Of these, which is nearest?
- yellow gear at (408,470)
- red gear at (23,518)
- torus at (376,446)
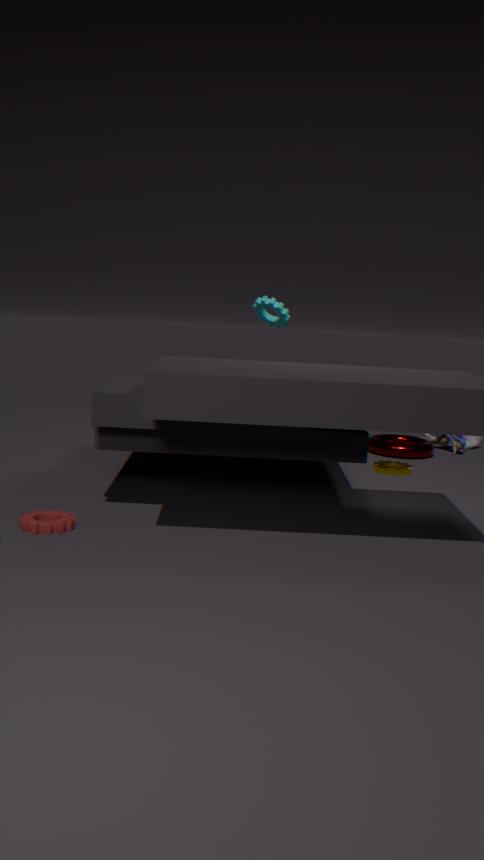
red gear at (23,518)
